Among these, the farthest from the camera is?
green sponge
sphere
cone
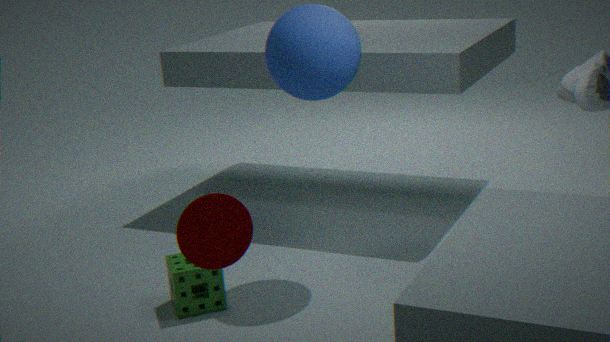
green sponge
